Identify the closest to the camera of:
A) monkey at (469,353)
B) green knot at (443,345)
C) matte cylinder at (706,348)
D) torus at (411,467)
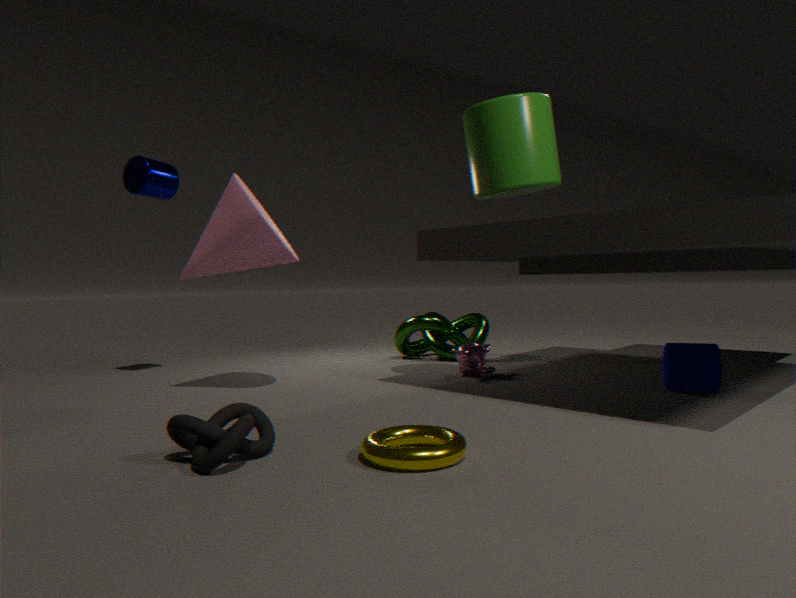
torus at (411,467)
